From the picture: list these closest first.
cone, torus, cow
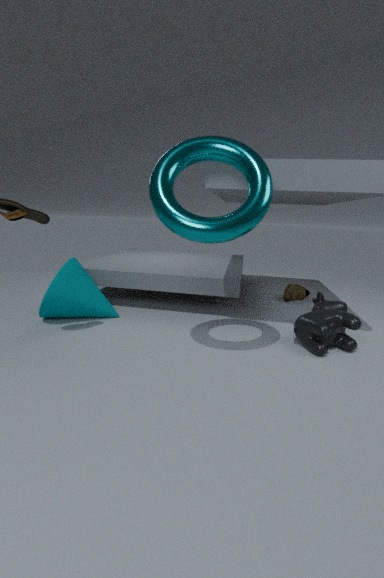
torus, cow, cone
